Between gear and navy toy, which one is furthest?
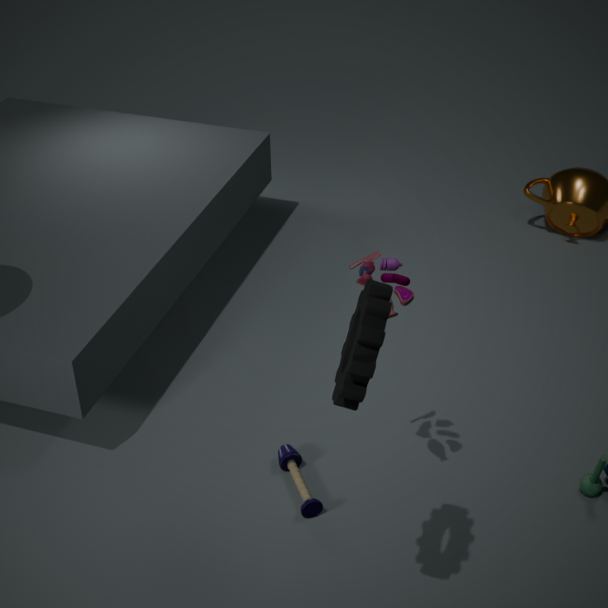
navy toy
